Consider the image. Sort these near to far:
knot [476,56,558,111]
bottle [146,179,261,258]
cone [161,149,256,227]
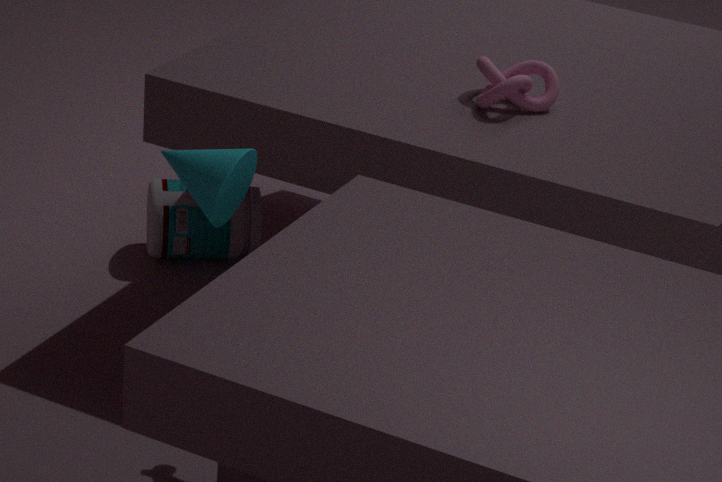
1. cone [161,149,256,227]
2. knot [476,56,558,111]
3. bottle [146,179,261,258]
